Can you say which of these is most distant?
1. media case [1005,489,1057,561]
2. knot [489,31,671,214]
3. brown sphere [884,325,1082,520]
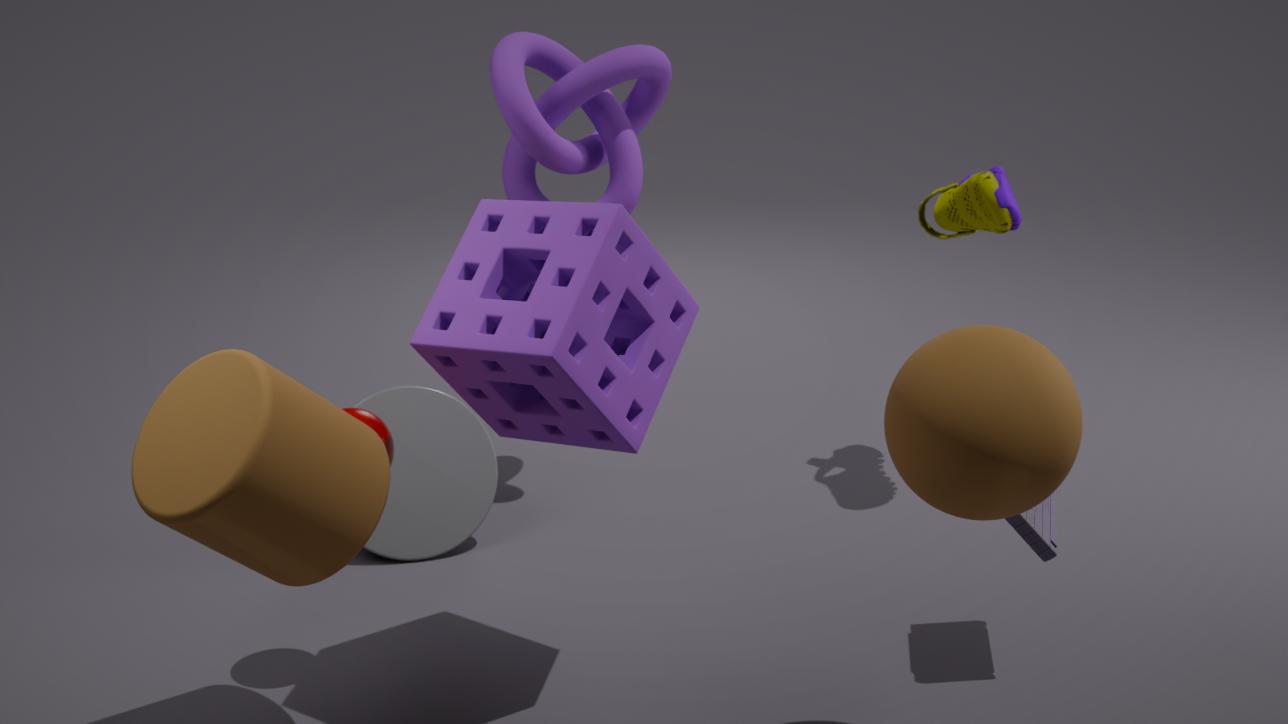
knot [489,31,671,214]
